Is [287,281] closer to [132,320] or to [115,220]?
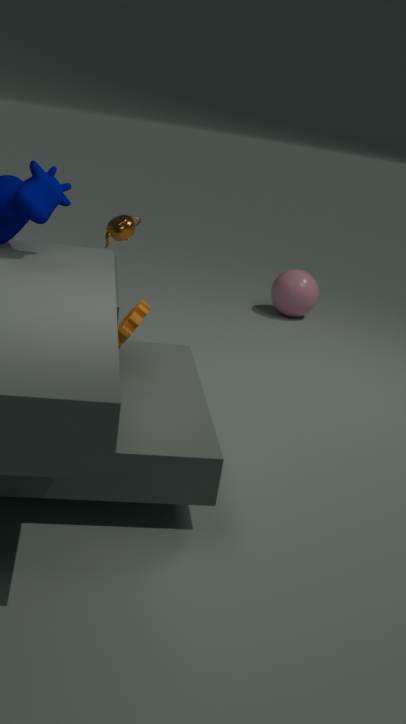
[115,220]
